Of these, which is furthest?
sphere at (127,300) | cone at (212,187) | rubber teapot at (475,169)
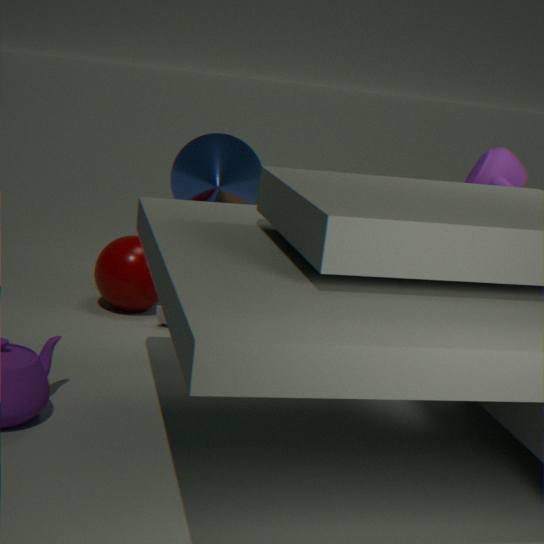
sphere at (127,300)
